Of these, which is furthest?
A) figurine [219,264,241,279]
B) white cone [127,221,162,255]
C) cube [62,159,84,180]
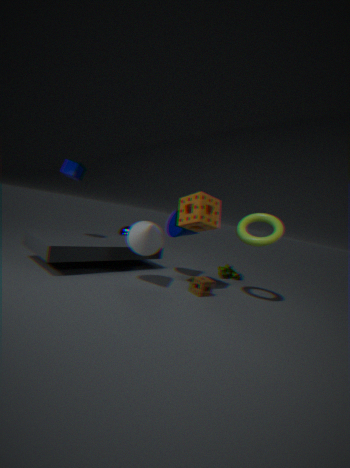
figurine [219,264,241,279]
